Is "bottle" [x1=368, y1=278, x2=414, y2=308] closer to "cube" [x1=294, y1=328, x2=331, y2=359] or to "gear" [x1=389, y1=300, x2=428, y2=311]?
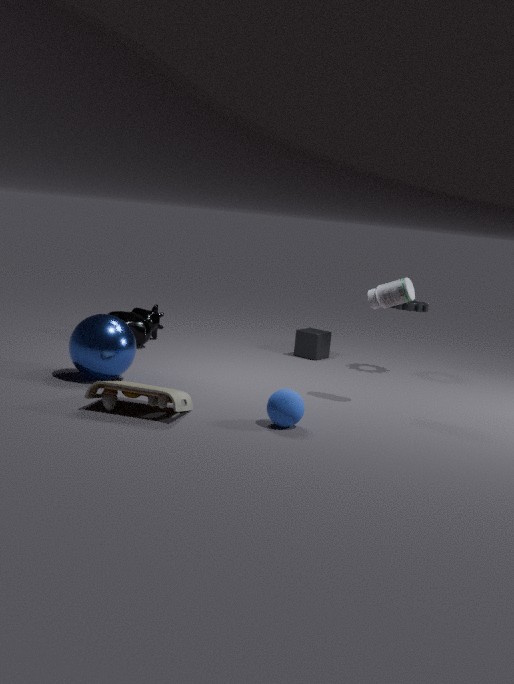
"gear" [x1=389, y1=300, x2=428, y2=311]
